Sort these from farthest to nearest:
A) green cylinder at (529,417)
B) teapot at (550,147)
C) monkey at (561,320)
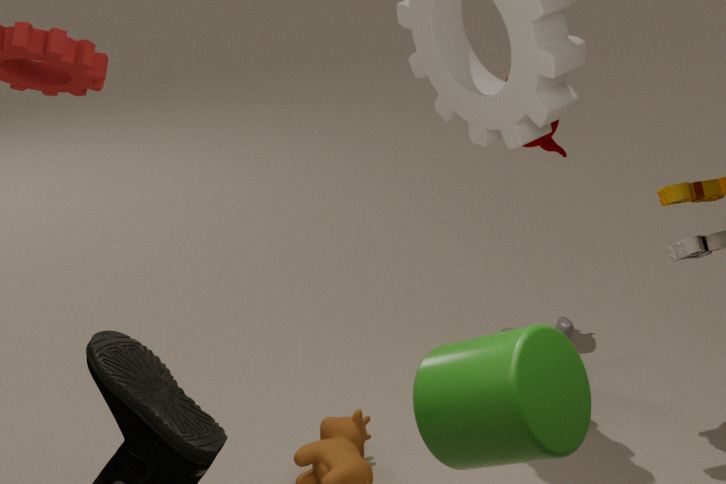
teapot at (550,147) → monkey at (561,320) → green cylinder at (529,417)
